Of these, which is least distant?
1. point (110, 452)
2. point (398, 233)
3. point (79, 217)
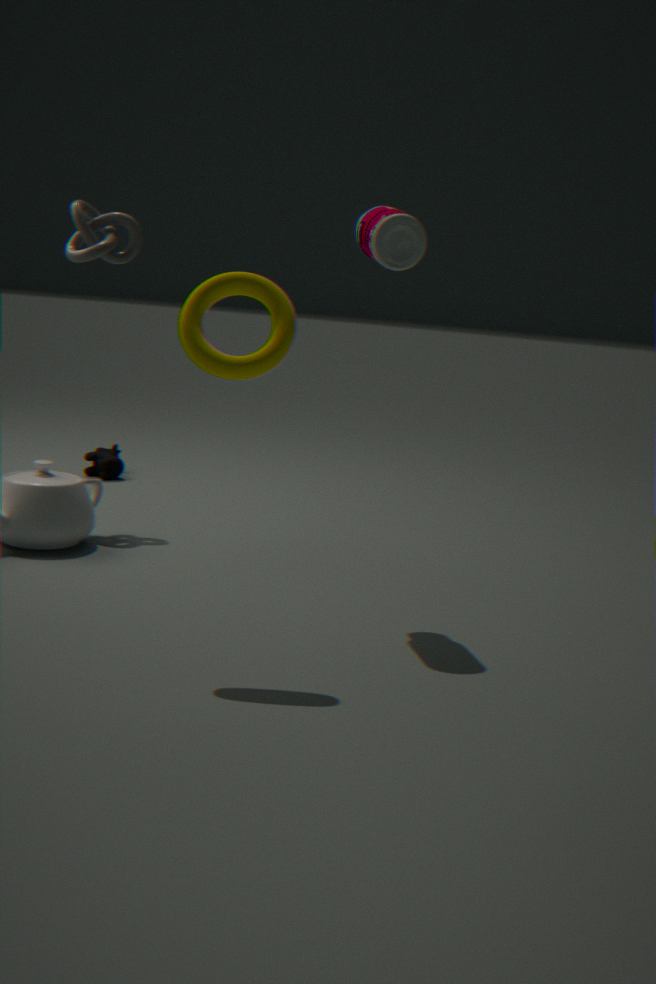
point (398, 233)
